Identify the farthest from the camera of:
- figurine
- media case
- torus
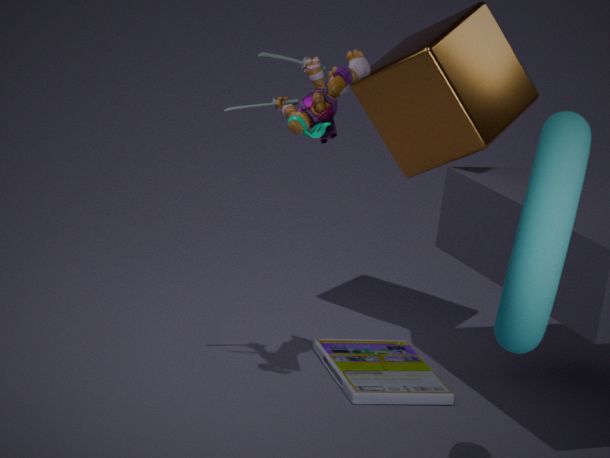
media case
